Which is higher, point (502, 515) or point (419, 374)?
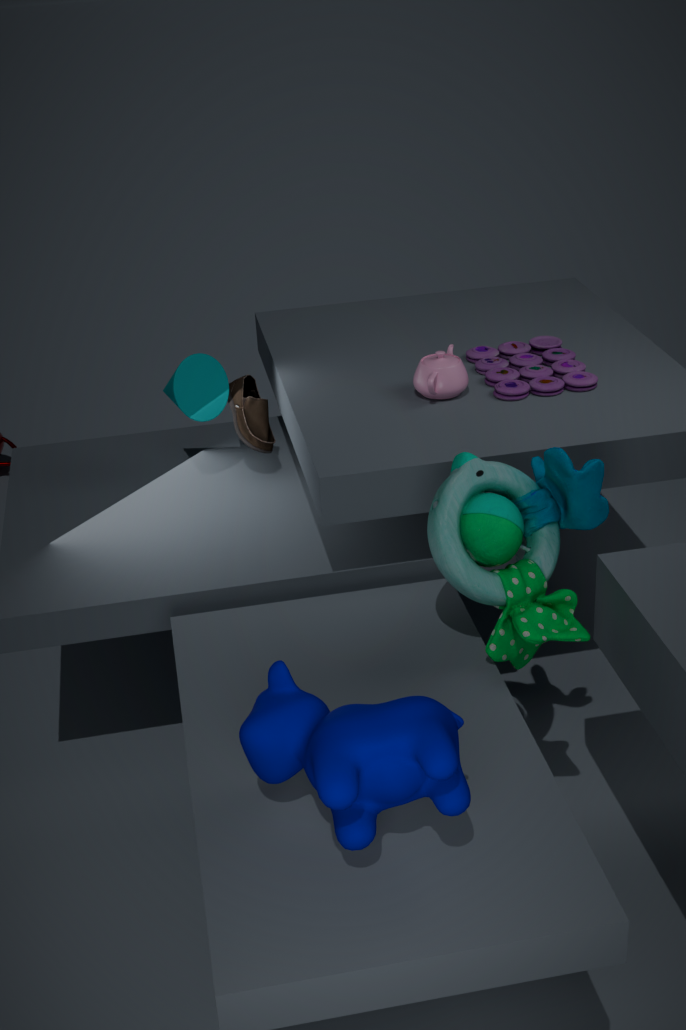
point (419, 374)
